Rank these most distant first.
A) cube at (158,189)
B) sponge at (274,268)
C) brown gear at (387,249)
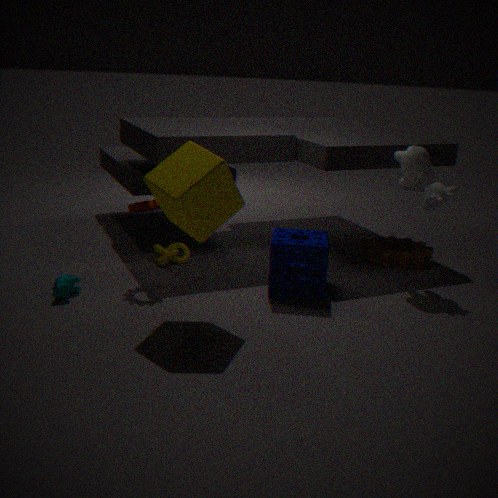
brown gear at (387,249) → sponge at (274,268) → cube at (158,189)
